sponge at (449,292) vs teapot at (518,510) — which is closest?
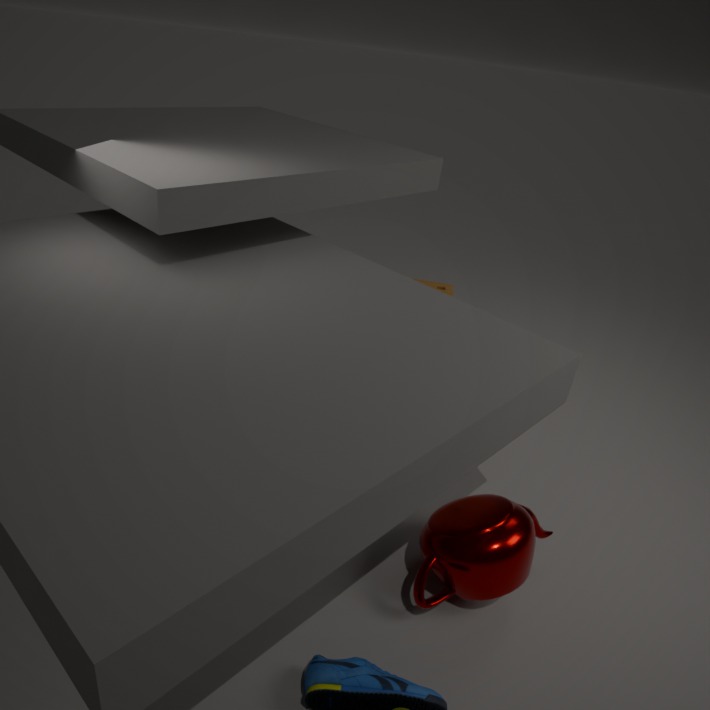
teapot at (518,510)
